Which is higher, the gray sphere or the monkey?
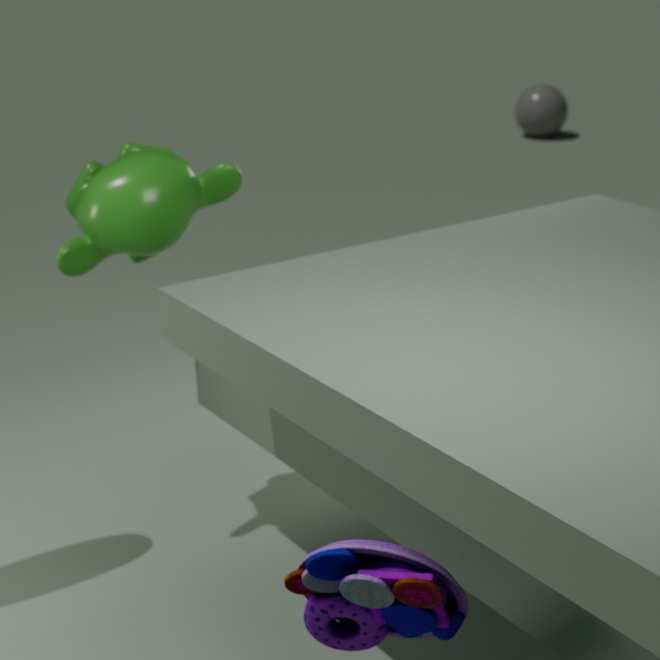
the monkey
